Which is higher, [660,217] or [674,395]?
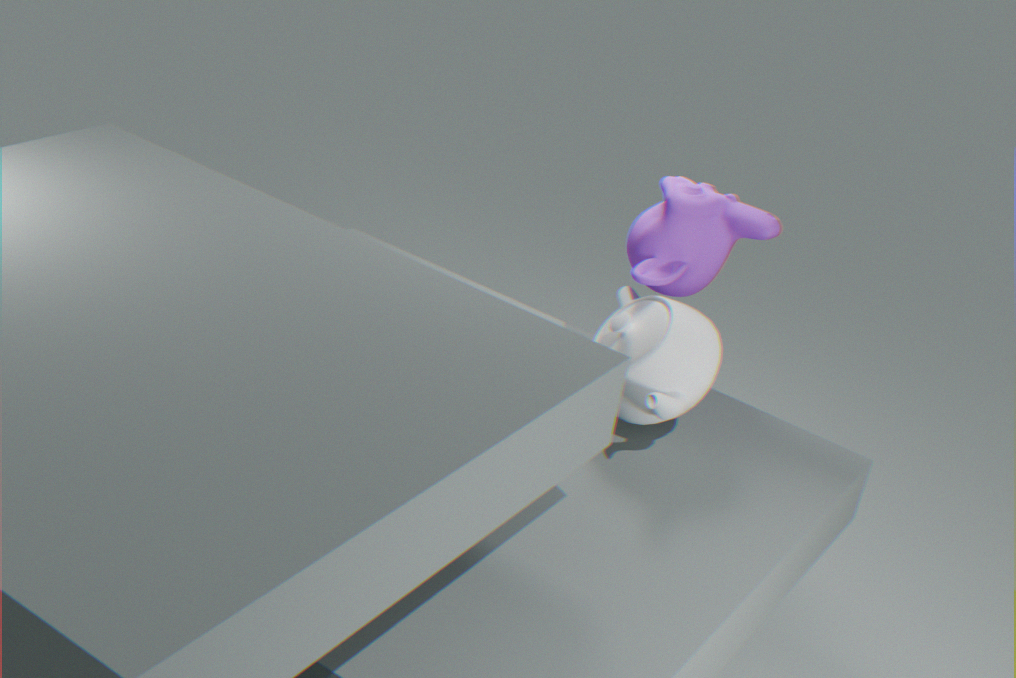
[660,217]
